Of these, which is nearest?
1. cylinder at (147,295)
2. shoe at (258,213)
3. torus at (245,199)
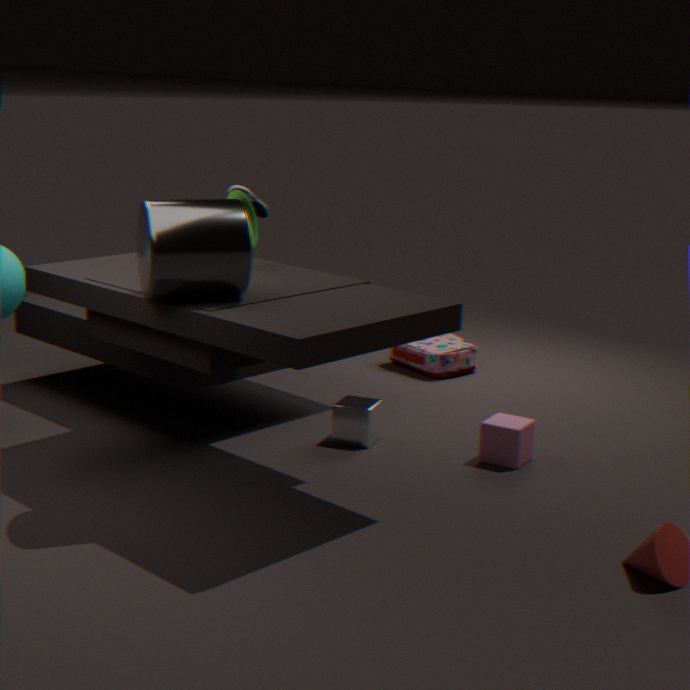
cylinder at (147,295)
